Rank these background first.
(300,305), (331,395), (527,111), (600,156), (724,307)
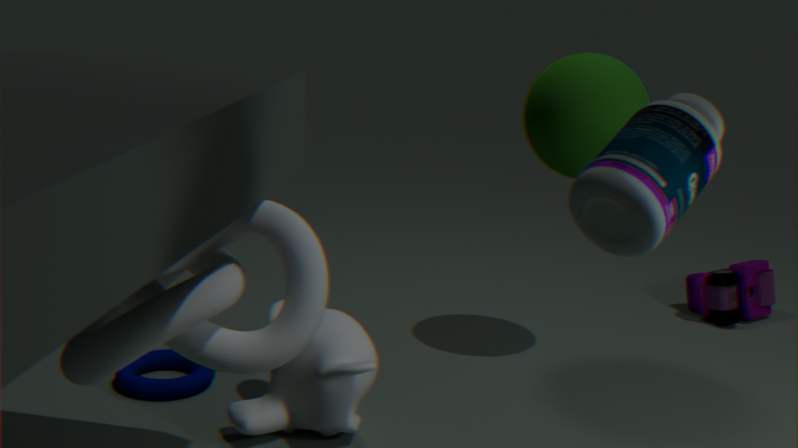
(724,307)
(527,111)
(331,395)
(300,305)
(600,156)
